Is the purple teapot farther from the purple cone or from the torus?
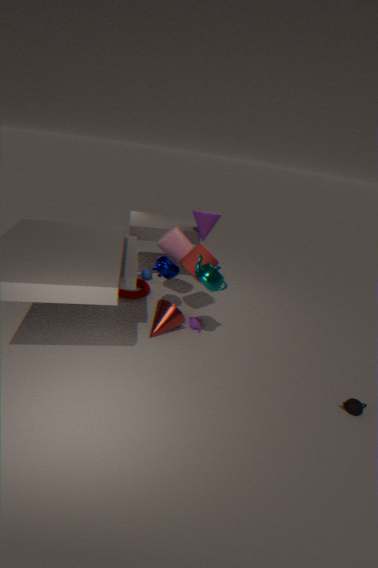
the purple cone
